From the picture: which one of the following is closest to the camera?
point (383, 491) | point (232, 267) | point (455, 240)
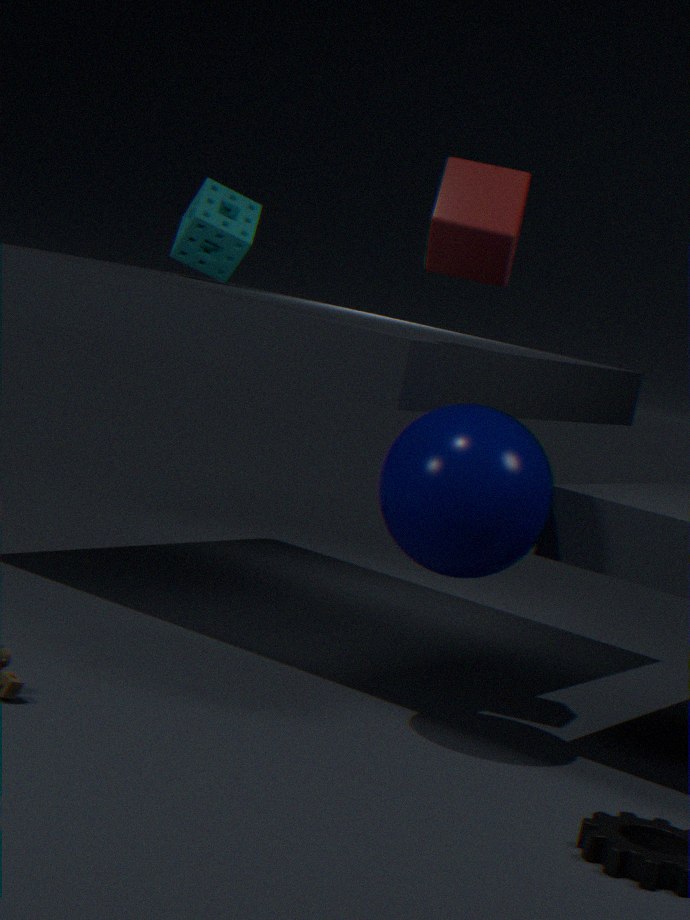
point (383, 491)
